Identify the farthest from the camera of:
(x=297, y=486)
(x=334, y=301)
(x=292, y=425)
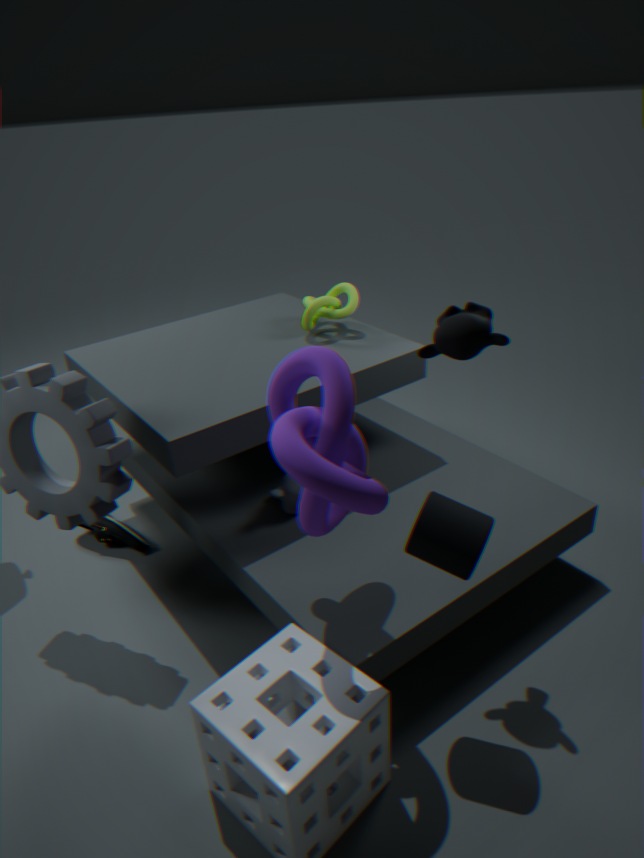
(x=334, y=301)
